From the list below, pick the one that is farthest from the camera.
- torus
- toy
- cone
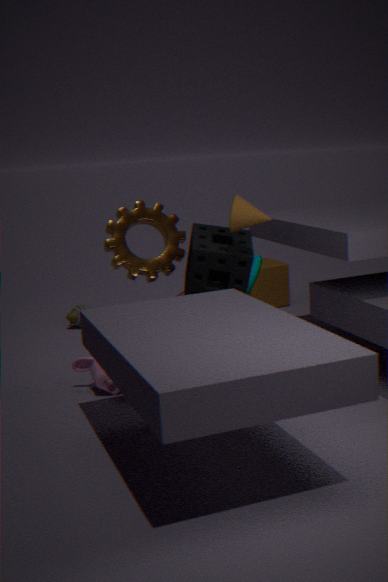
toy
